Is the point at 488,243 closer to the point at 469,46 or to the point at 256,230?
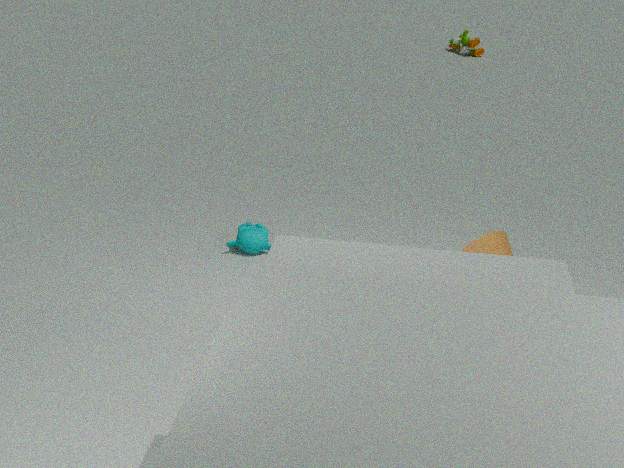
the point at 256,230
